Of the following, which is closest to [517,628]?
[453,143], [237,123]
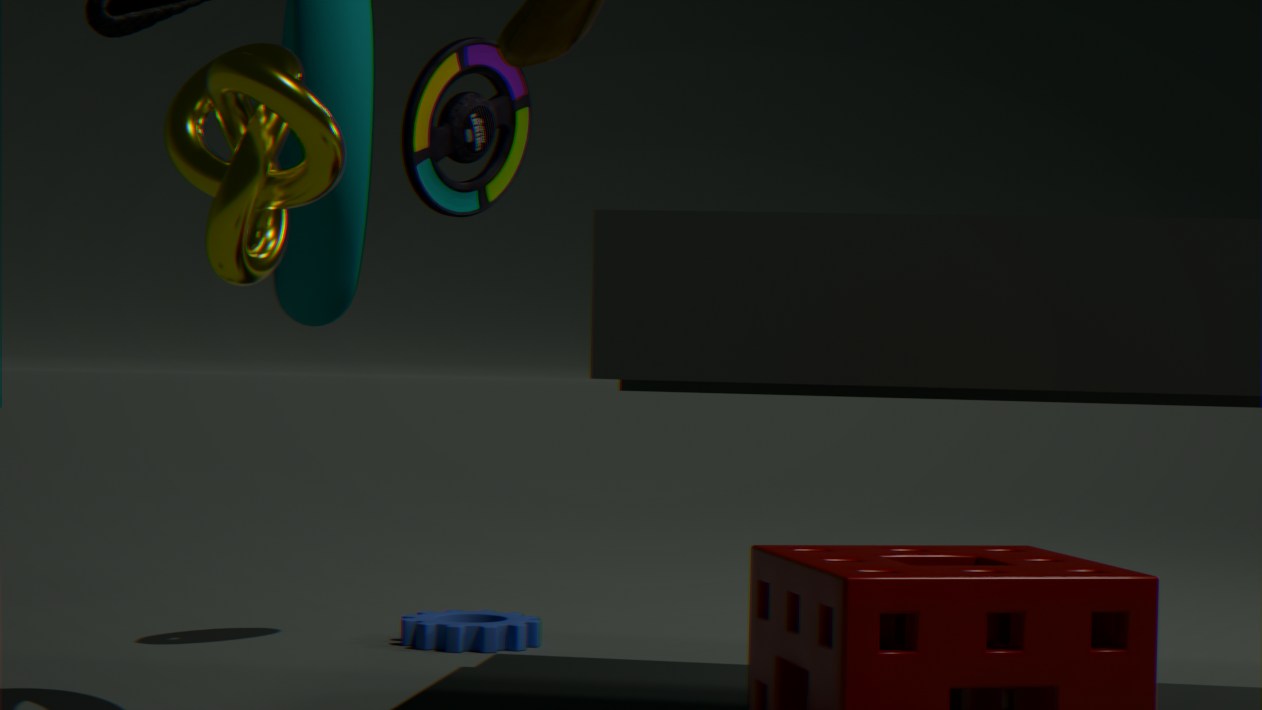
[453,143]
